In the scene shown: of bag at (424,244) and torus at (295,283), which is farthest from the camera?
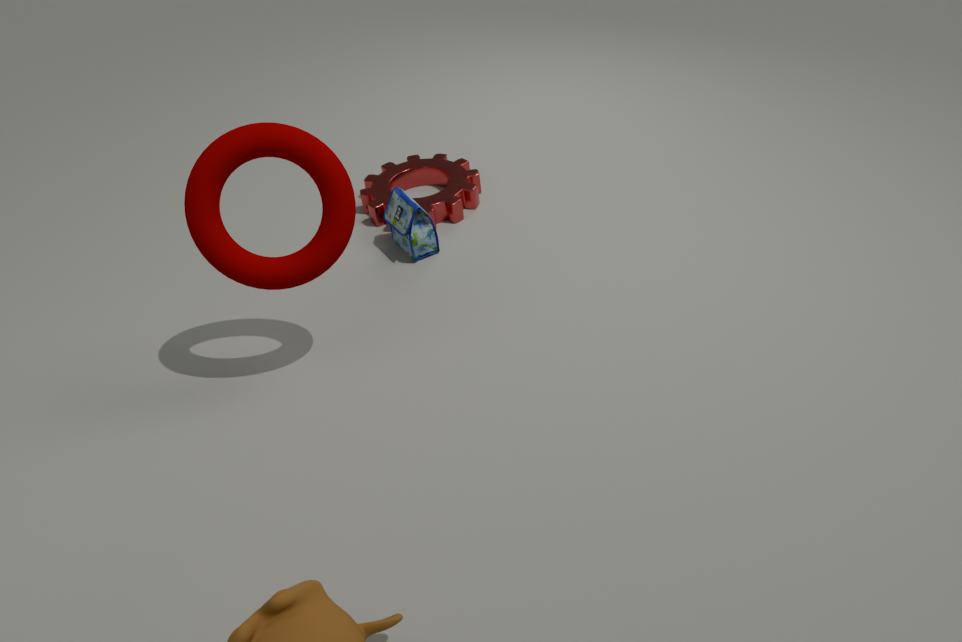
bag at (424,244)
